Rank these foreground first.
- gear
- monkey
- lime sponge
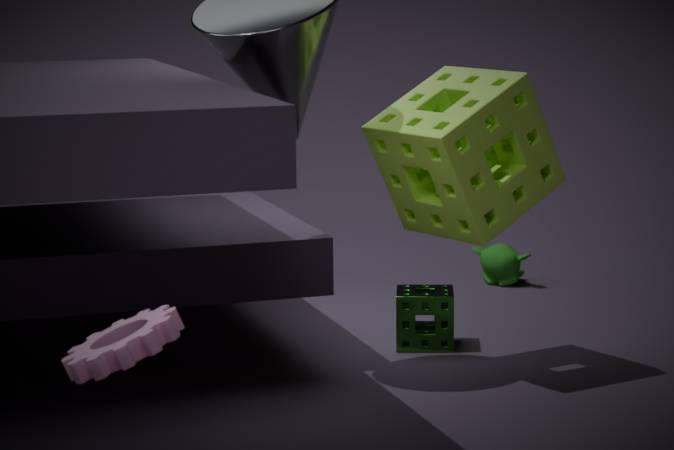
1. gear
2. lime sponge
3. monkey
